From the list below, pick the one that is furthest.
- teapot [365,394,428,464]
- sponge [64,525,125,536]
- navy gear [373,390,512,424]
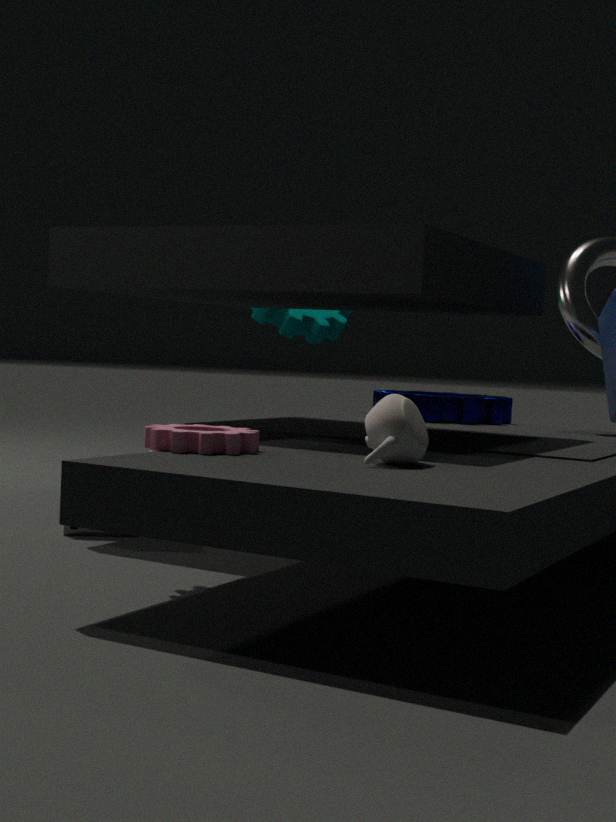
navy gear [373,390,512,424]
